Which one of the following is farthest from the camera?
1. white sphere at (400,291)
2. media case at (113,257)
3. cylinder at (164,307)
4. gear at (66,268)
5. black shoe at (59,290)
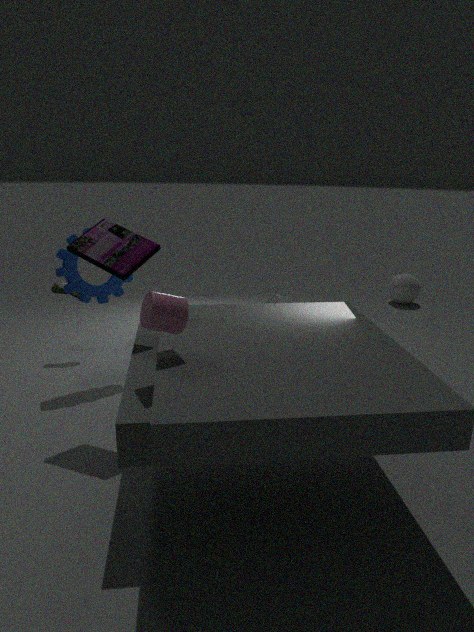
white sphere at (400,291)
